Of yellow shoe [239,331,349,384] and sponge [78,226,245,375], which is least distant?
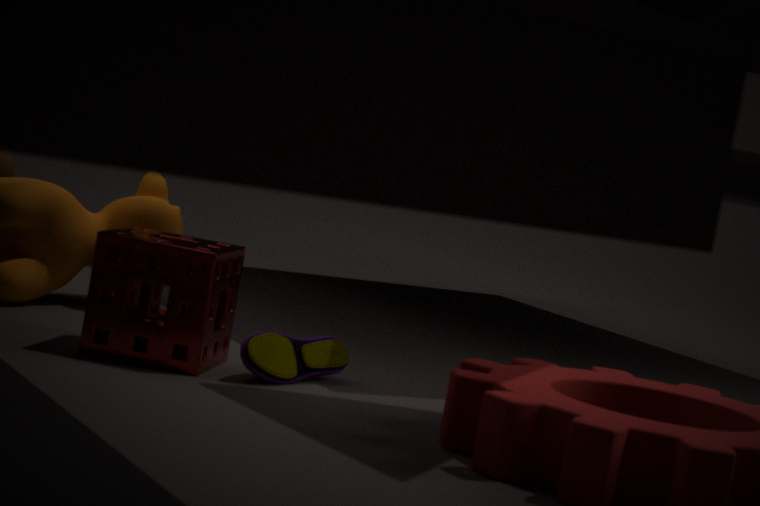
sponge [78,226,245,375]
